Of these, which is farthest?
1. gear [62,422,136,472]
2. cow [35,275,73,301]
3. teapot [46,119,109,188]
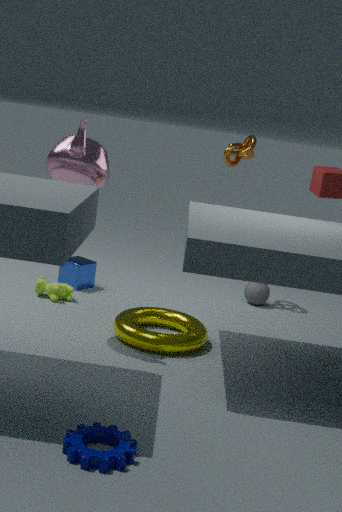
cow [35,275,73,301]
